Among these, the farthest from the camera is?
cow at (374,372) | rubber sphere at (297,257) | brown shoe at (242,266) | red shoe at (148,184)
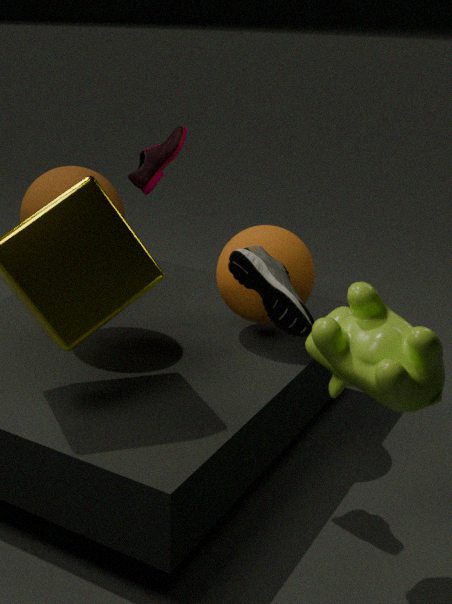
red shoe at (148,184)
